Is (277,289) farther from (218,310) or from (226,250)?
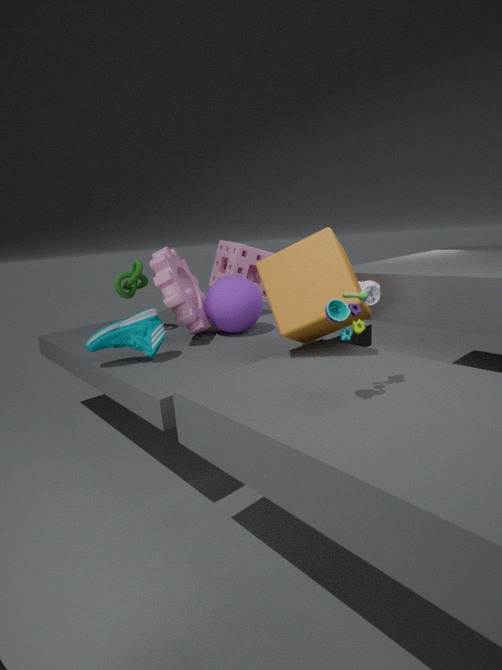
(226,250)
